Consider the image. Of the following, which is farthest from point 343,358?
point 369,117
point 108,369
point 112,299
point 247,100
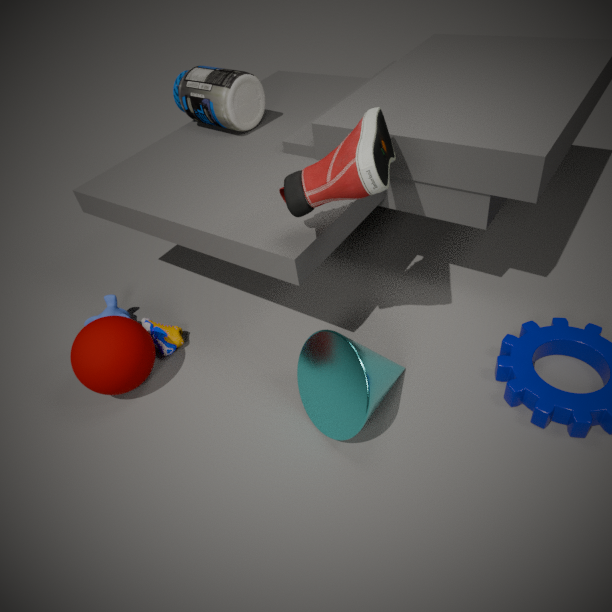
point 247,100
